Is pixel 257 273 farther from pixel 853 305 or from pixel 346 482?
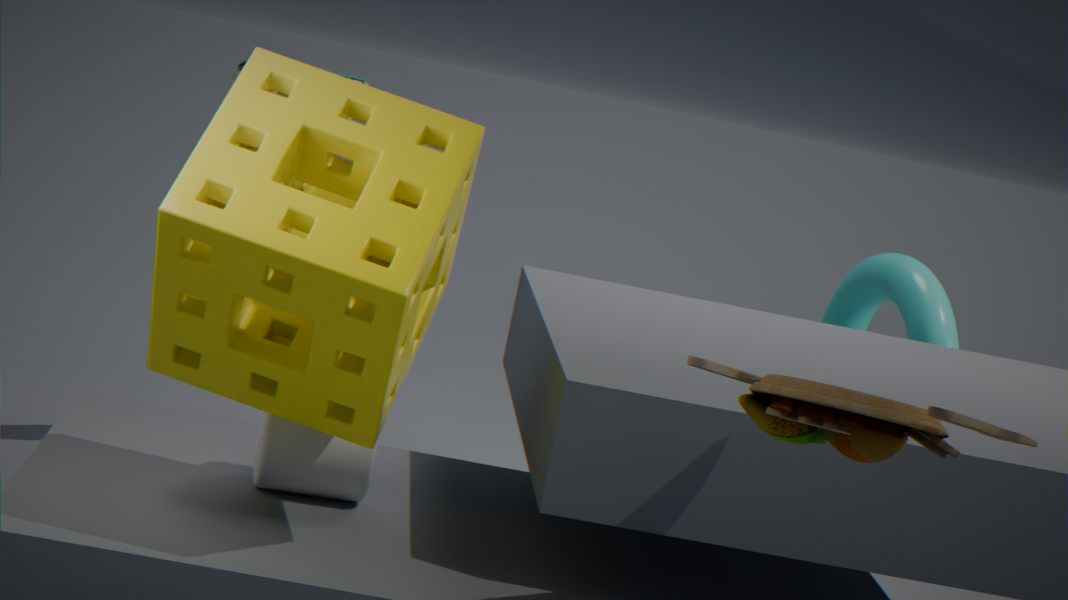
pixel 853 305
